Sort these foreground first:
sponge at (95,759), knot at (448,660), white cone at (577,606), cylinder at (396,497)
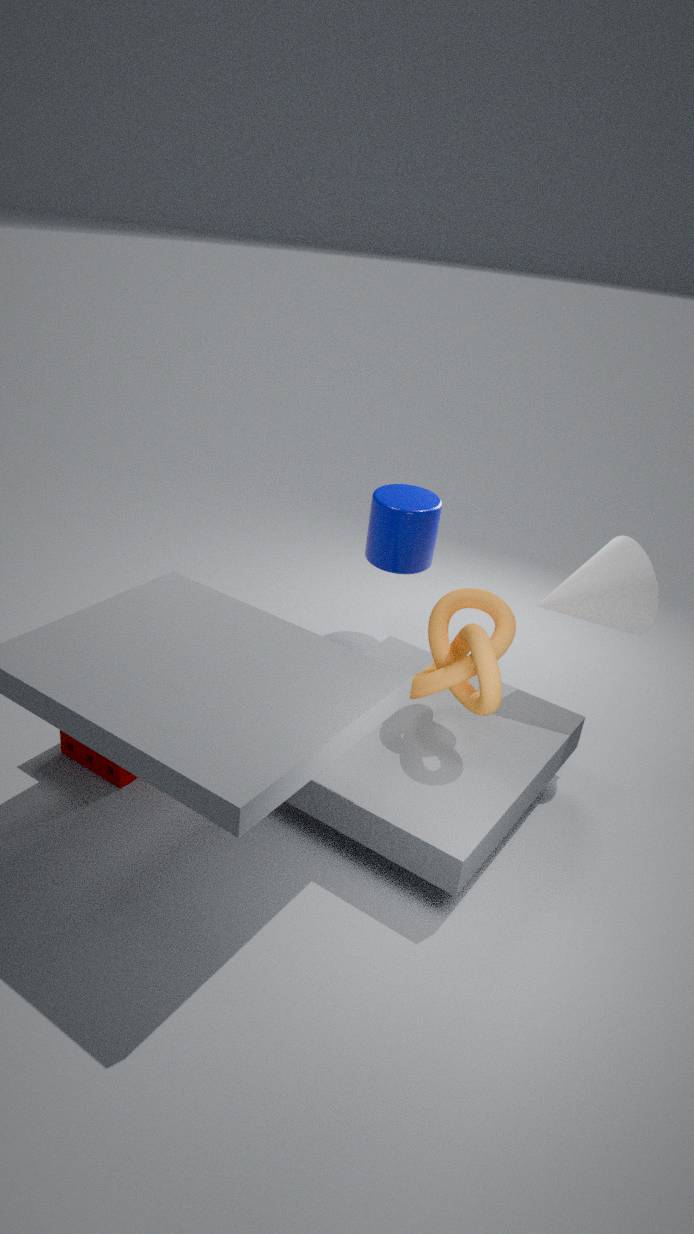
1. knot at (448,660)
2. sponge at (95,759)
3. white cone at (577,606)
4. cylinder at (396,497)
